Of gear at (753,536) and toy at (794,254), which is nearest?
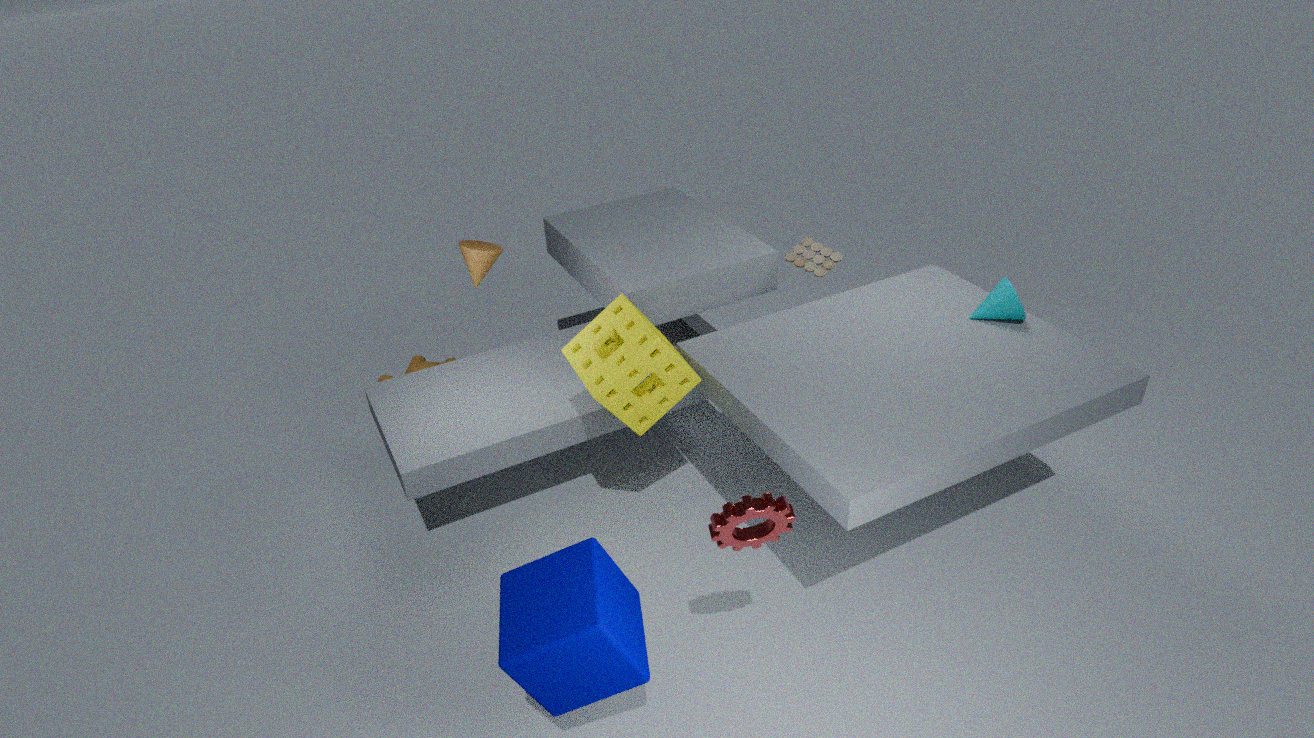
gear at (753,536)
